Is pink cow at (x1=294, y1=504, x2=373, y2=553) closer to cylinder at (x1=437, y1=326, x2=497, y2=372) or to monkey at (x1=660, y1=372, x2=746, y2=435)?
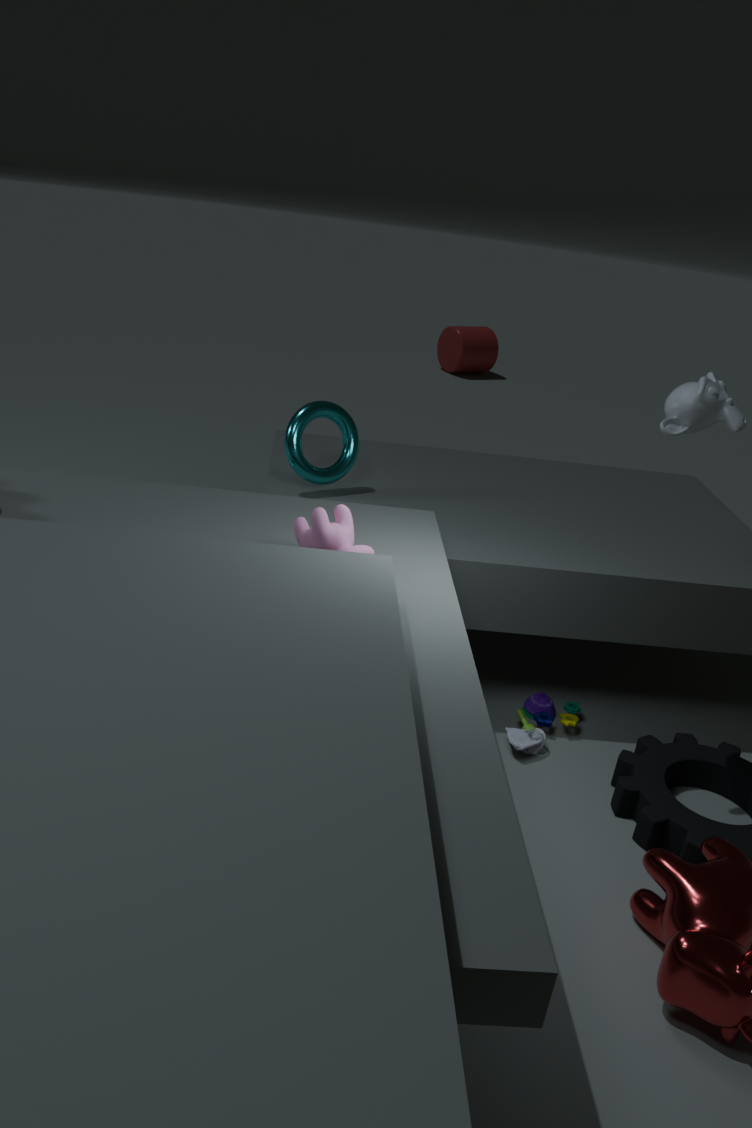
monkey at (x1=660, y1=372, x2=746, y2=435)
